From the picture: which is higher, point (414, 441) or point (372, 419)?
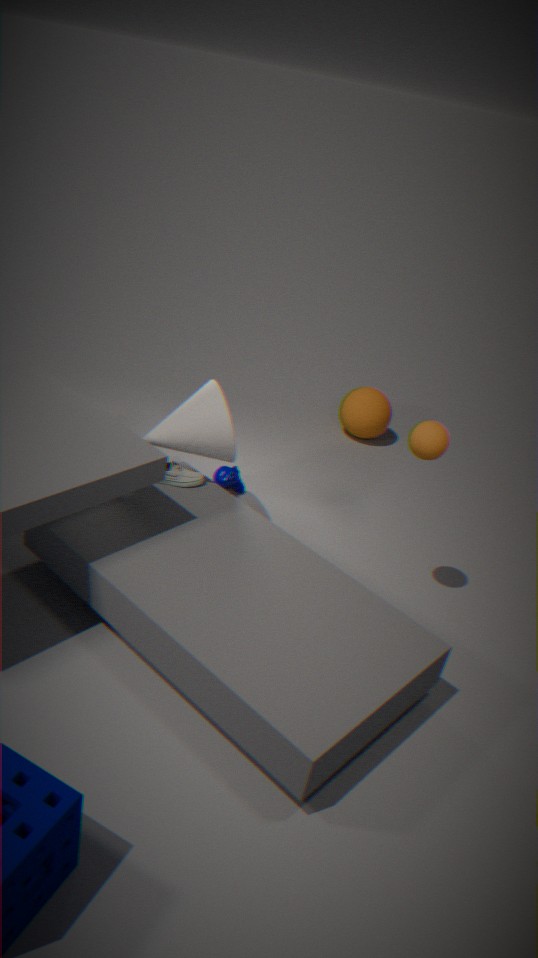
point (414, 441)
